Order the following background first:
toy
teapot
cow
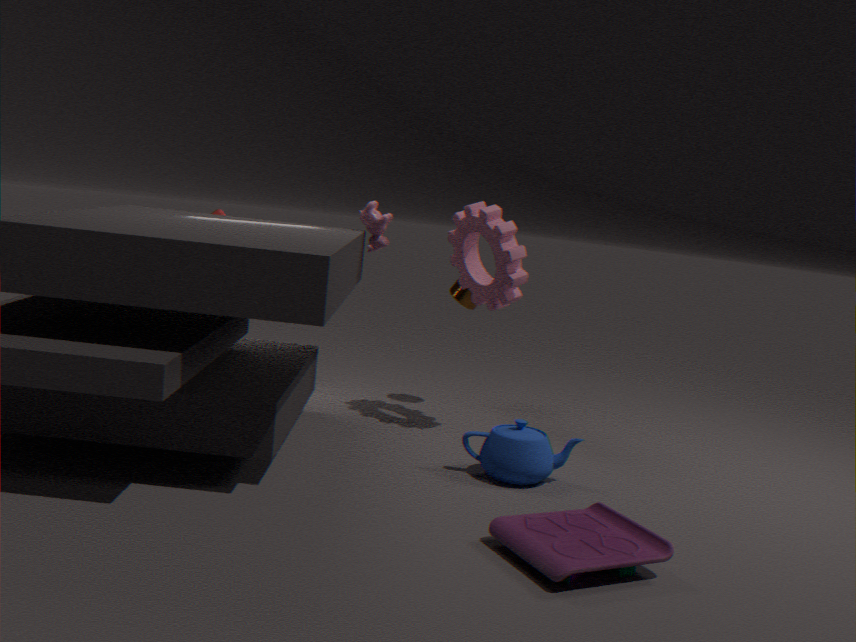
cow
teapot
toy
